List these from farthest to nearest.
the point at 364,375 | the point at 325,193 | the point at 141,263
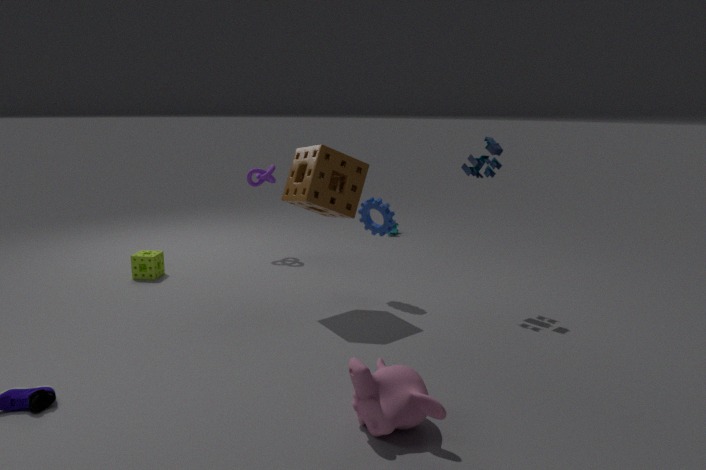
the point at 141,263
the point at 325,193
the point at 364,375
